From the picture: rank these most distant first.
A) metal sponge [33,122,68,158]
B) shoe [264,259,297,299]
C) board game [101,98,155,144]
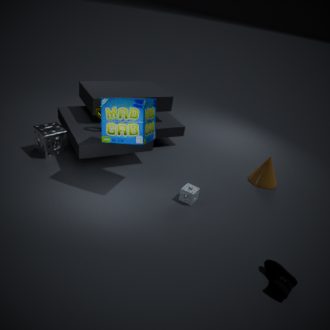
metal sponge [33,122,68,158] < board game [101,98,155,144] < shoe [264,259,297,299]
